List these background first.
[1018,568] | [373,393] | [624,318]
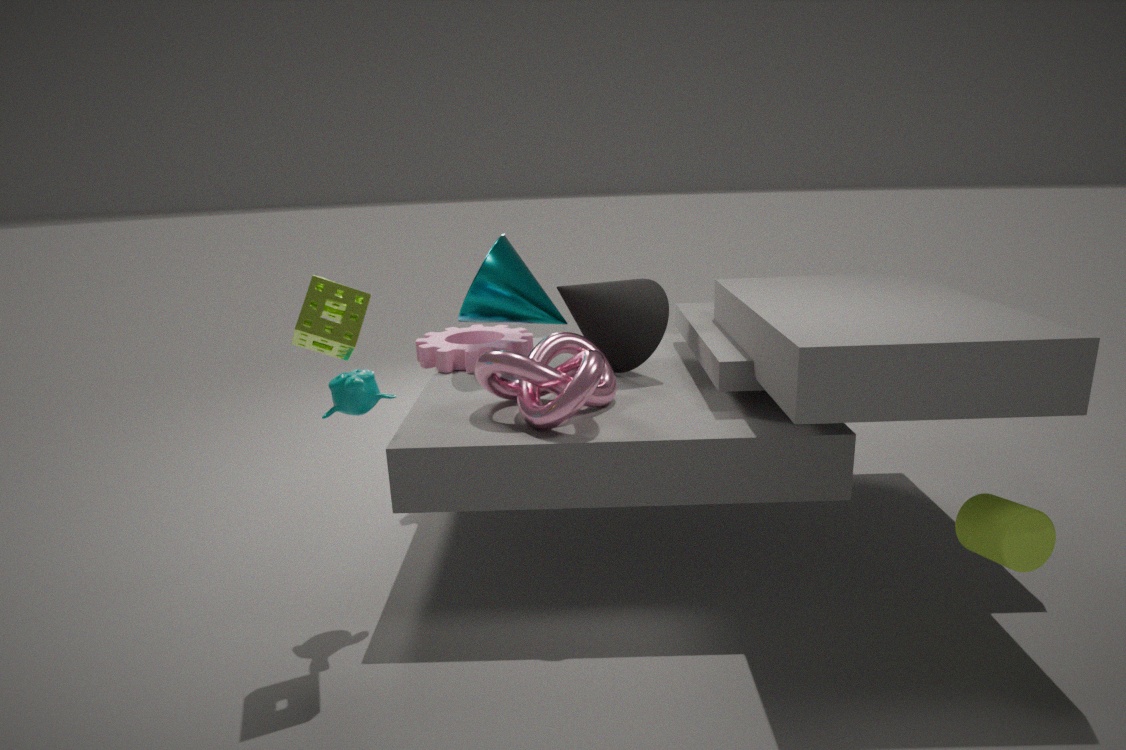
[624,318] < [373,393] < [1018,568]
